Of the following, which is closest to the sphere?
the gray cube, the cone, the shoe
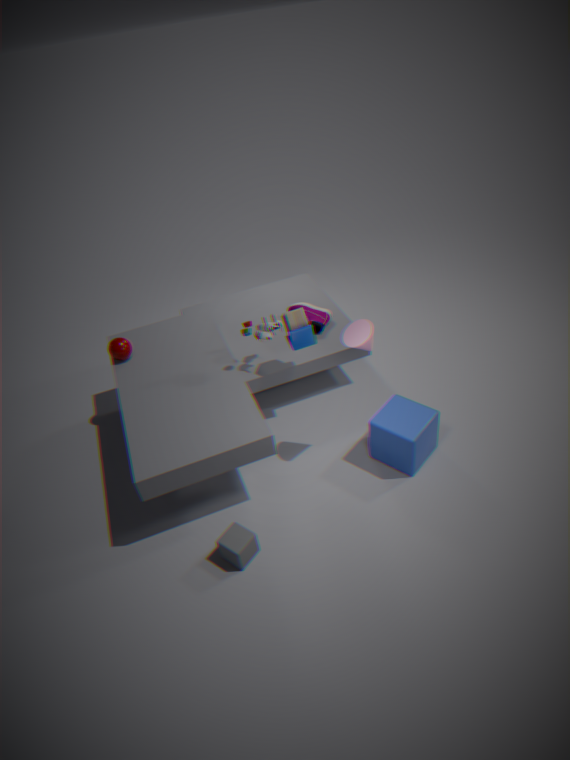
the shoe
